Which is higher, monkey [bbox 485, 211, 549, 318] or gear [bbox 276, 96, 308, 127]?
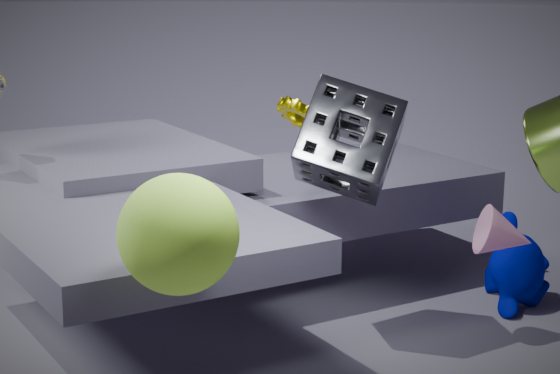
gear [bbox 276, 96, 308, 127]
